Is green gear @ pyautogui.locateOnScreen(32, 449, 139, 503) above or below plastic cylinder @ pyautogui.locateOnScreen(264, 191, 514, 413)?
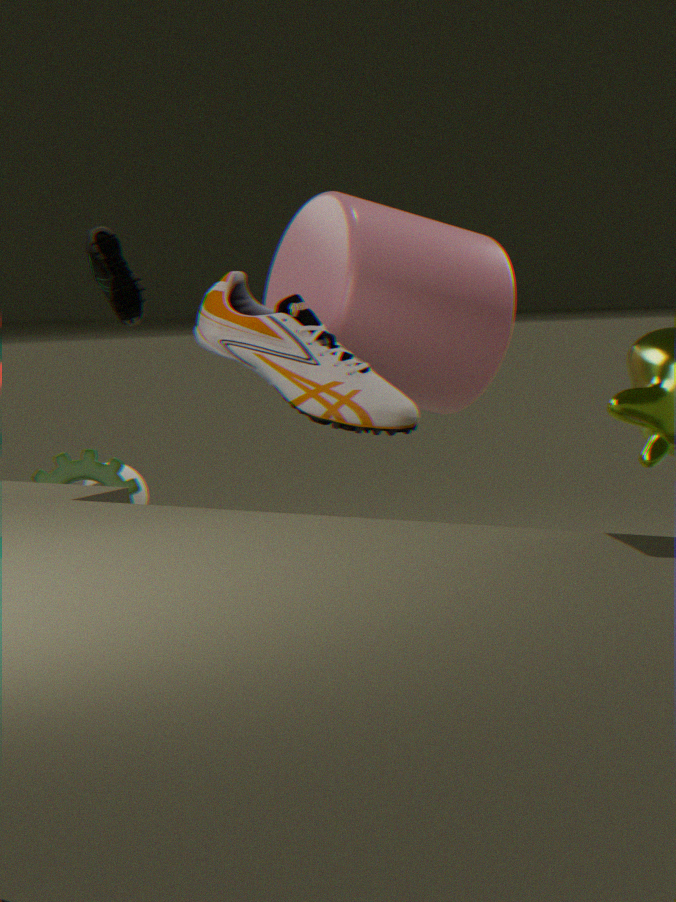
below
